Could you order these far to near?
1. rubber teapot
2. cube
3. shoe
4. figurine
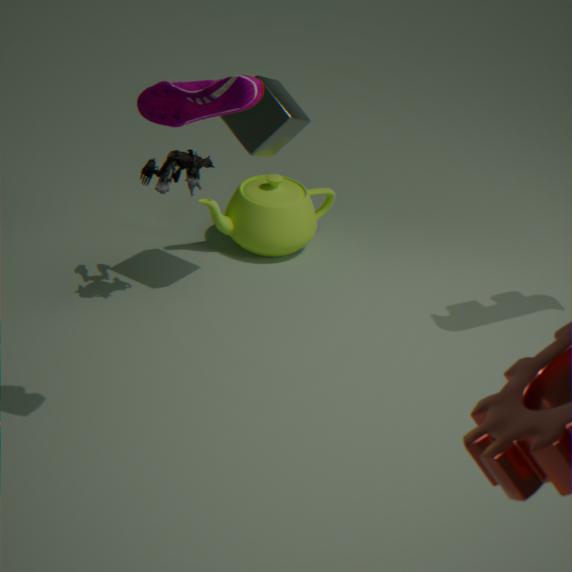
rubber teapot
cube
figurine
shoe
